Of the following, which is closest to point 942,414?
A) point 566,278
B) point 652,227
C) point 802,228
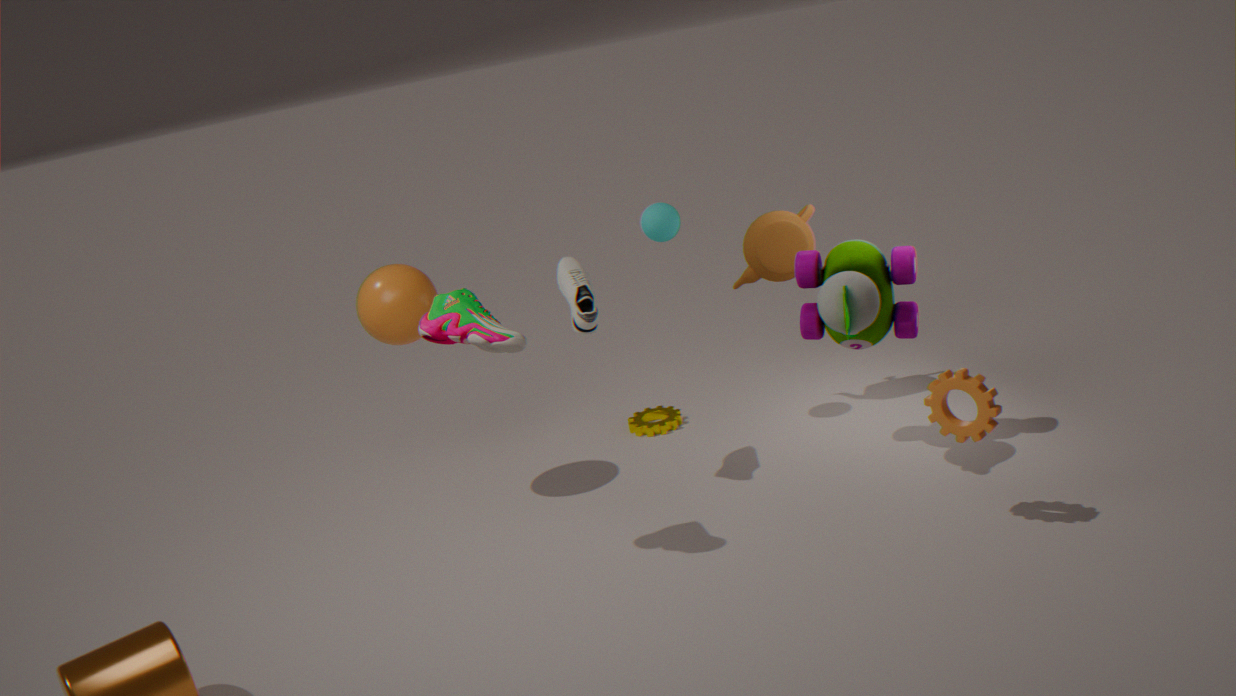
point 802,228
